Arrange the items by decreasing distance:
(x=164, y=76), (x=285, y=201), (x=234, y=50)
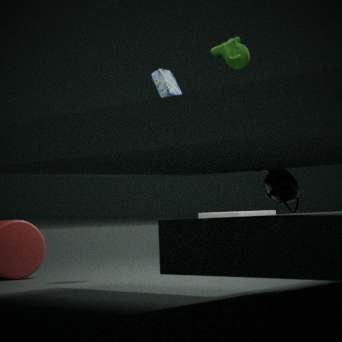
1. (x=164, y=76)
2. (x=234, y=50)
3. (x=285, y=201)
